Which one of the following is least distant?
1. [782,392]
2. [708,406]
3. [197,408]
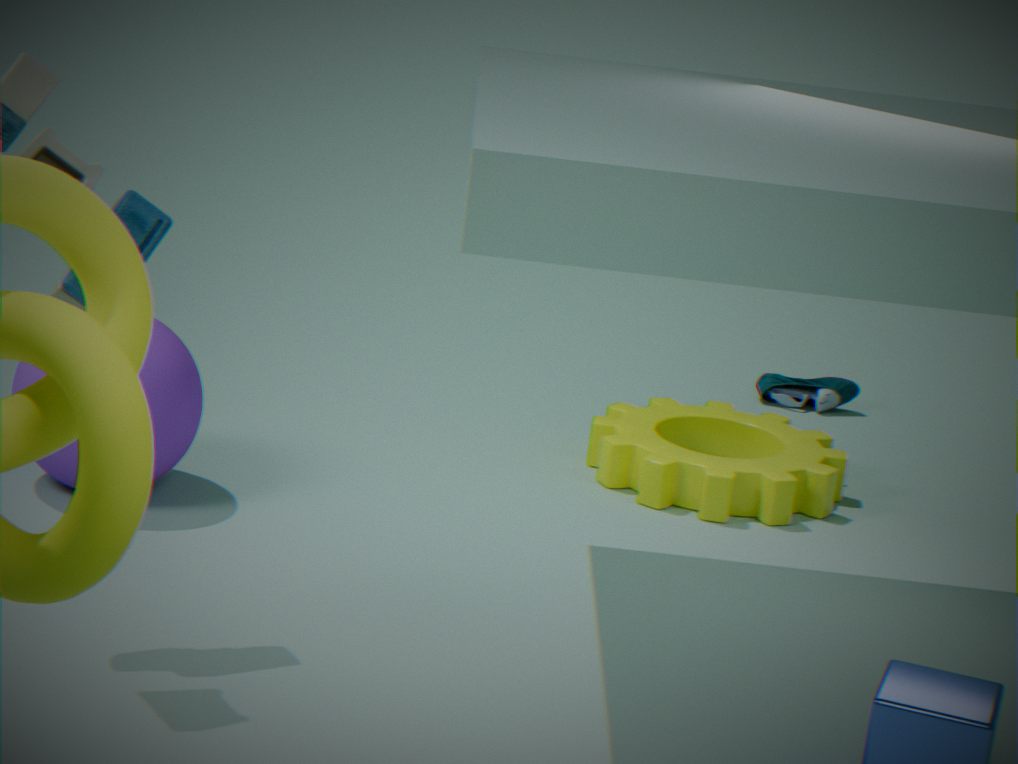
[197,408]
